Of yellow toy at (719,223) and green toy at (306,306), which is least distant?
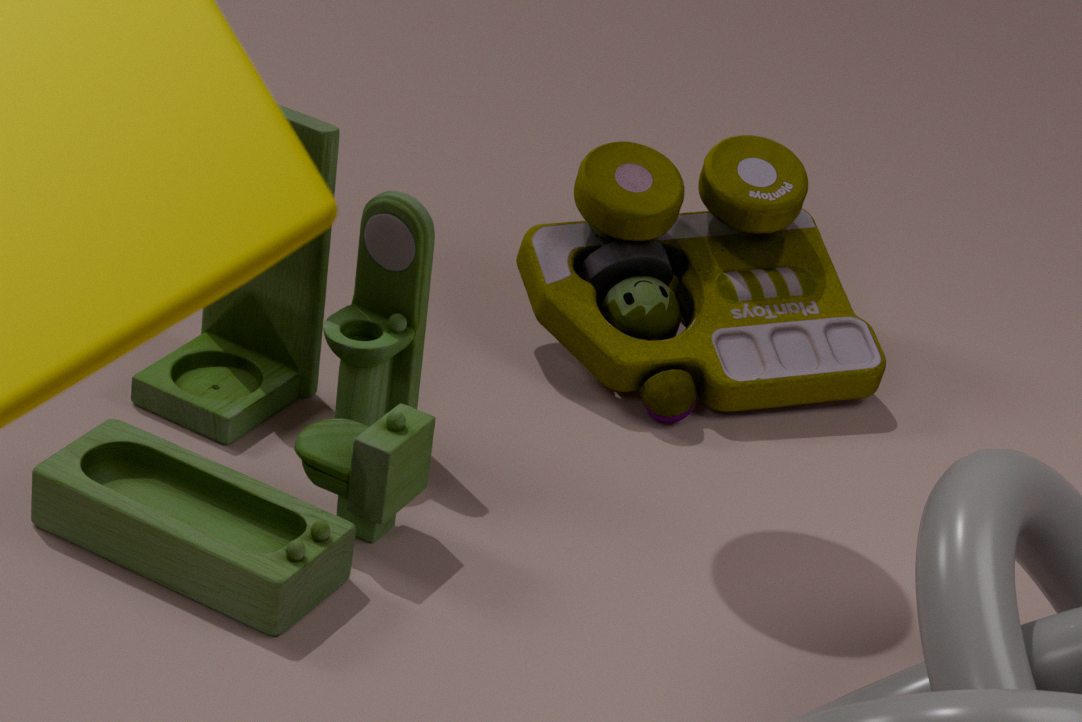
green toy at (306,306)
